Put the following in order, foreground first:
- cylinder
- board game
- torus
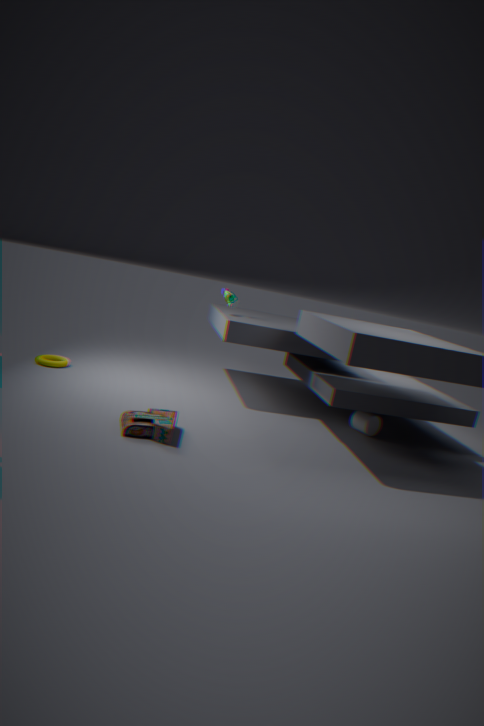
board game → cylinder → torus
